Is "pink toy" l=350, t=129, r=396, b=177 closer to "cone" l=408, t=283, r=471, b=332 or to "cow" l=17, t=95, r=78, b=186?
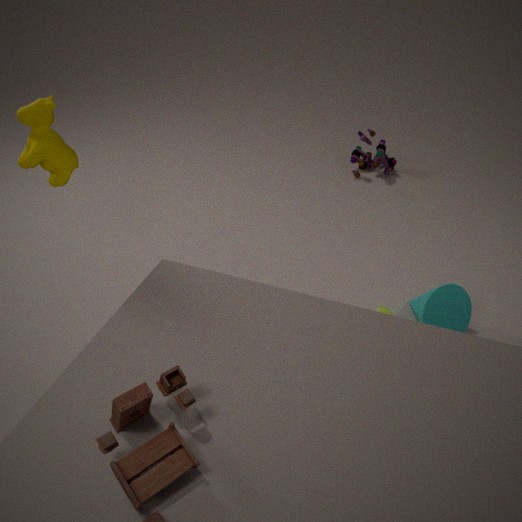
"cone" l=408, t=283, r=471, b=332
